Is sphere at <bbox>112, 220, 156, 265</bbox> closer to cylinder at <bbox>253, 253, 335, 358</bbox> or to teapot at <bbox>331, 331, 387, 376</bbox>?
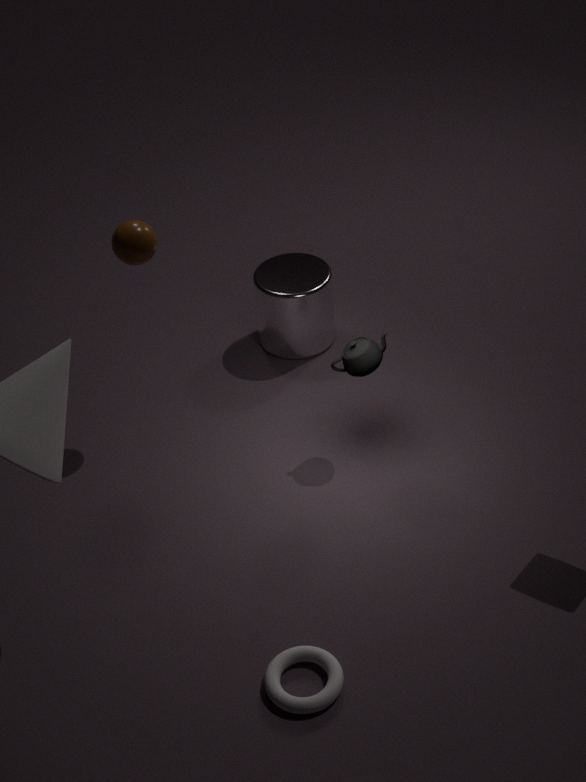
cylinder at <bbox>253, 253, 335, 358</bbox>
